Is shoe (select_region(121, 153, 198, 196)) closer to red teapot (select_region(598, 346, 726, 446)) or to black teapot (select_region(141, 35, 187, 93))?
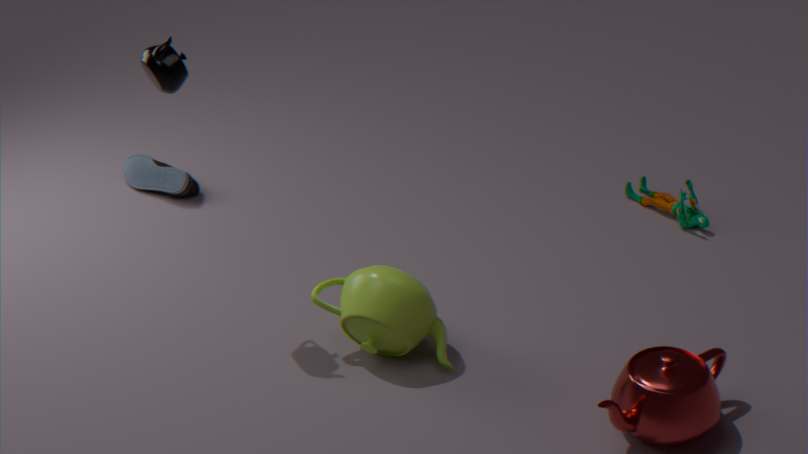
black teapot (select_region(141, 35, 187, 93))
